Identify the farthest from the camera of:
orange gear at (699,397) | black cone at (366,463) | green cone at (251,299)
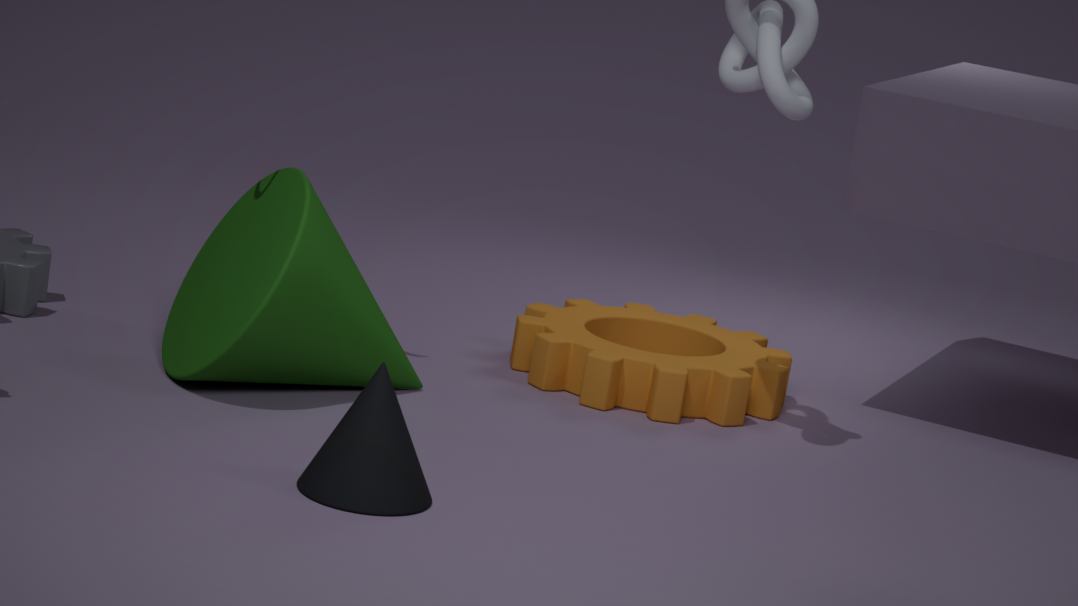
orange gear at (699,397)
